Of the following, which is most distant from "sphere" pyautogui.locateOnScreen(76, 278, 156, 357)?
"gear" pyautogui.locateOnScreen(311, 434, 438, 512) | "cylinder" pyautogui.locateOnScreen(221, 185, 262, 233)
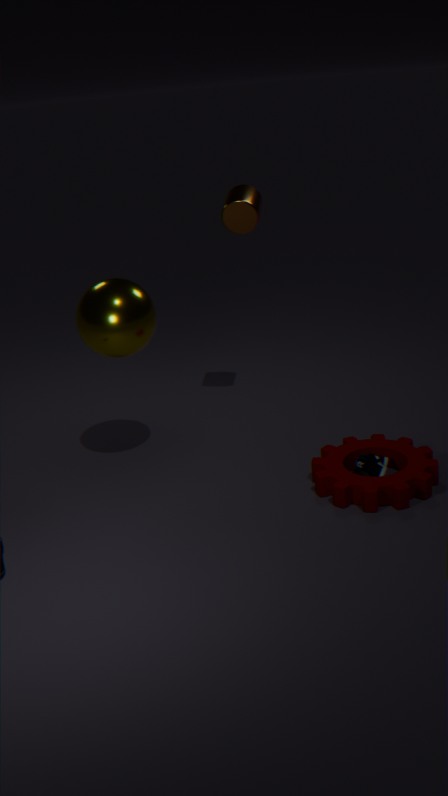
"gear" pyautogui.locateOnScreen(311, 434, 438, 512)
